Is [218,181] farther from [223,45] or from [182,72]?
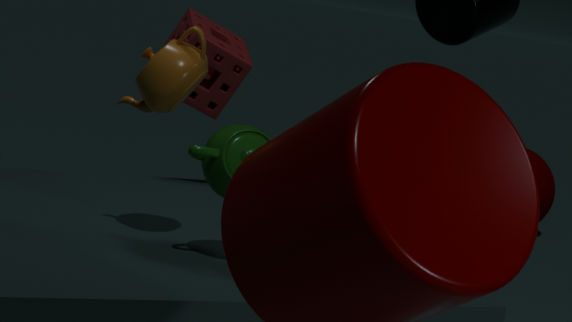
[223,45]
